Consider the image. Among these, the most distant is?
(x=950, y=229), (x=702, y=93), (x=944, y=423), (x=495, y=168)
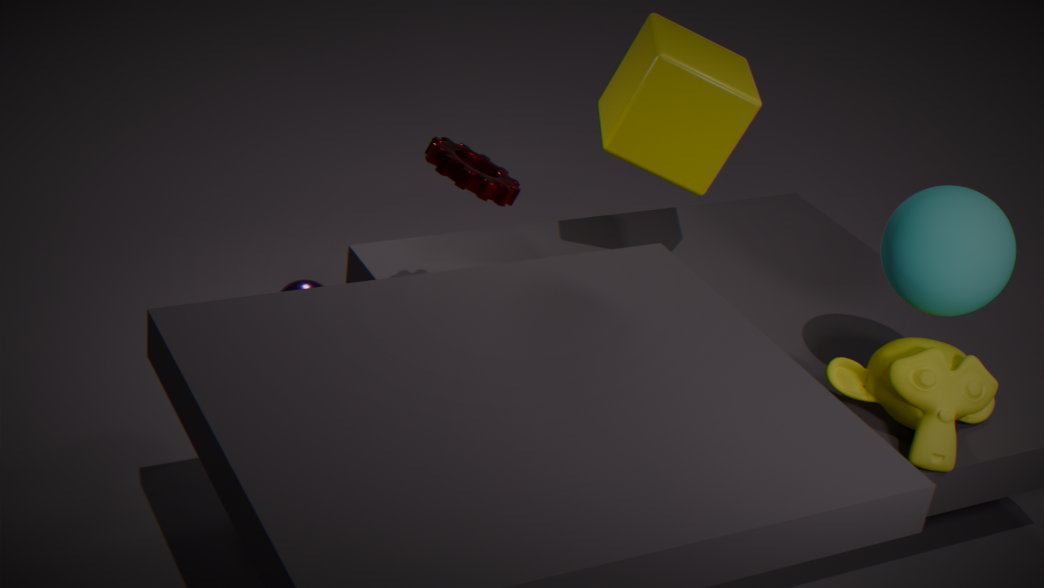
(x=702, y=93)
